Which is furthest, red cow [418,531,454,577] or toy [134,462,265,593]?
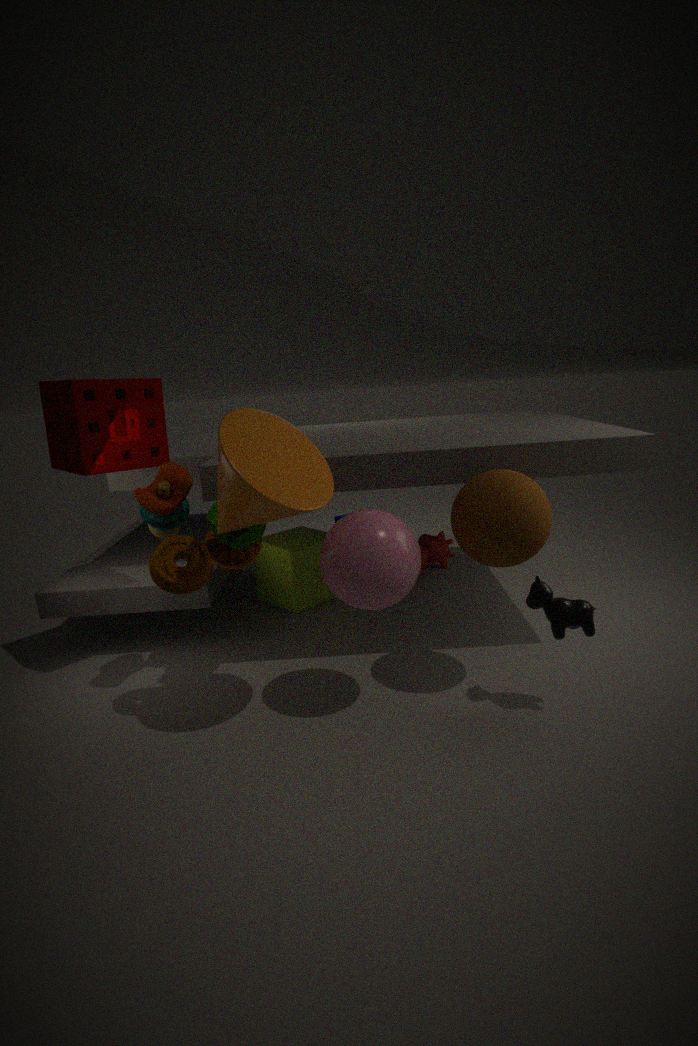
red cow [418,531,454,577]
